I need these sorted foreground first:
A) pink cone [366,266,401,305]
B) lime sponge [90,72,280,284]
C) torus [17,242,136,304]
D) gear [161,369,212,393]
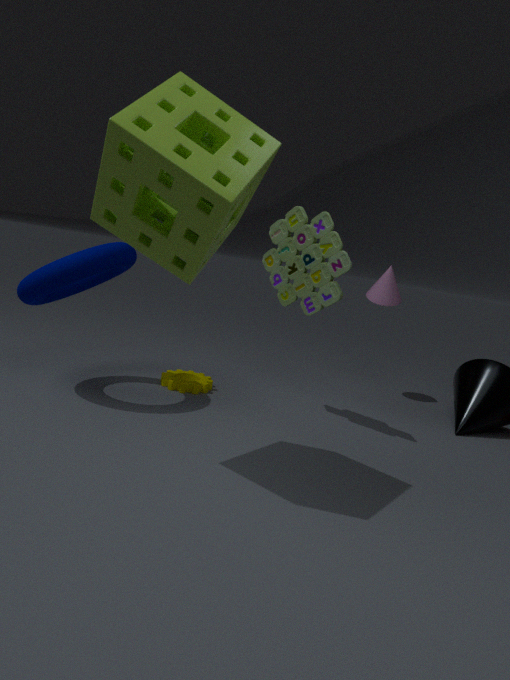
1. lime sponge [90,72,280,284]
2. torus [17,242,136,304]
3. gear [161,369,212,393]
4. pink cone [366,266,401,305]
